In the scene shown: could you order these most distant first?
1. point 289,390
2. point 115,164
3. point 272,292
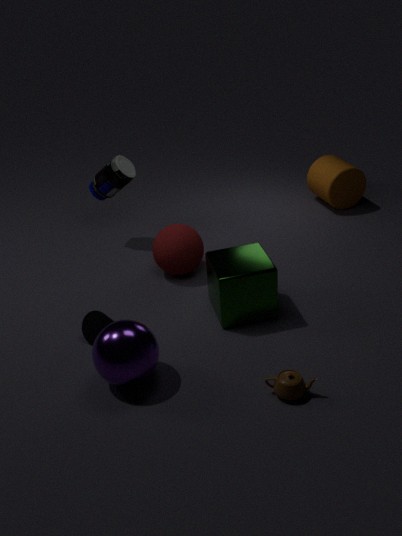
point 115,164 → point 272,292 → point 289,390
